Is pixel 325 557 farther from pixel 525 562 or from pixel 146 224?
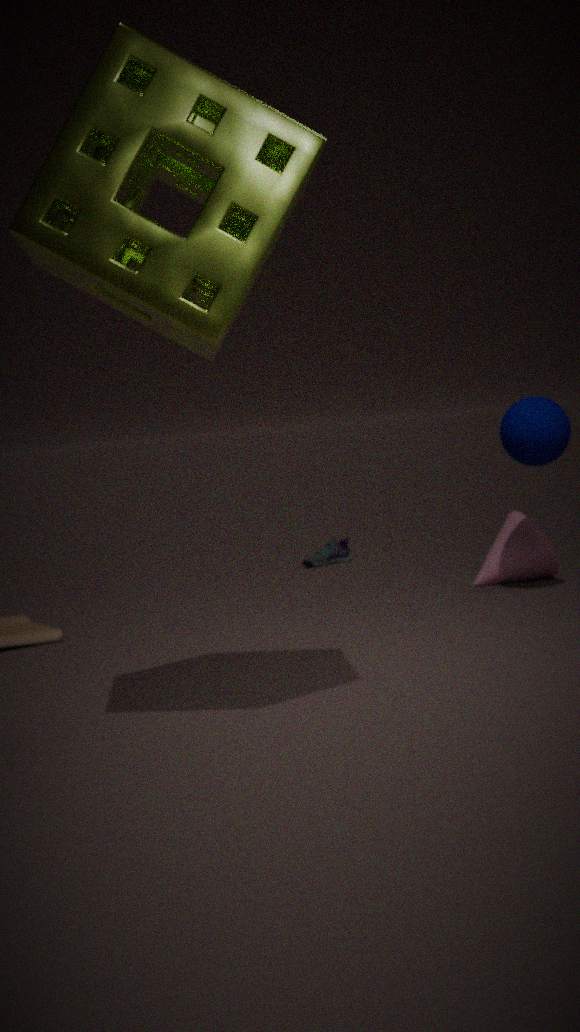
pixel 146 224
